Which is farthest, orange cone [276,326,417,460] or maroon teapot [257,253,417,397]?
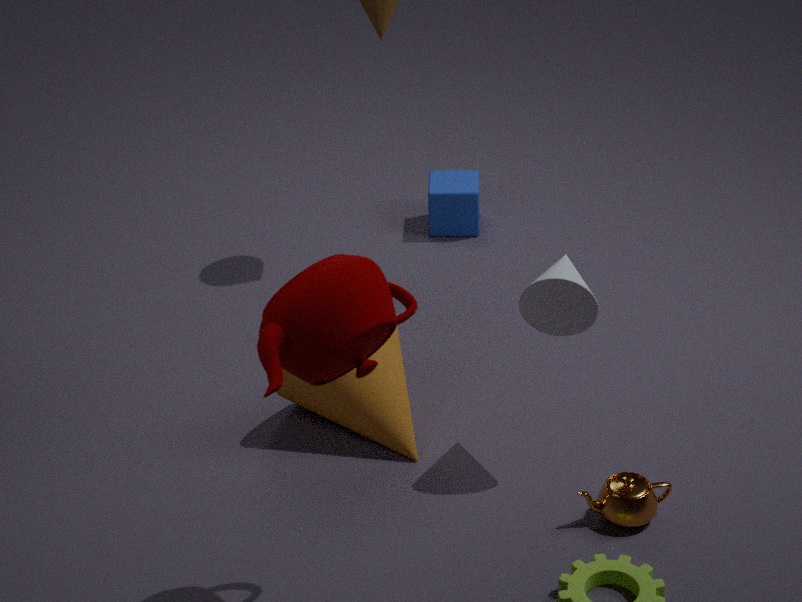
orange cone [276,326,417,460]
